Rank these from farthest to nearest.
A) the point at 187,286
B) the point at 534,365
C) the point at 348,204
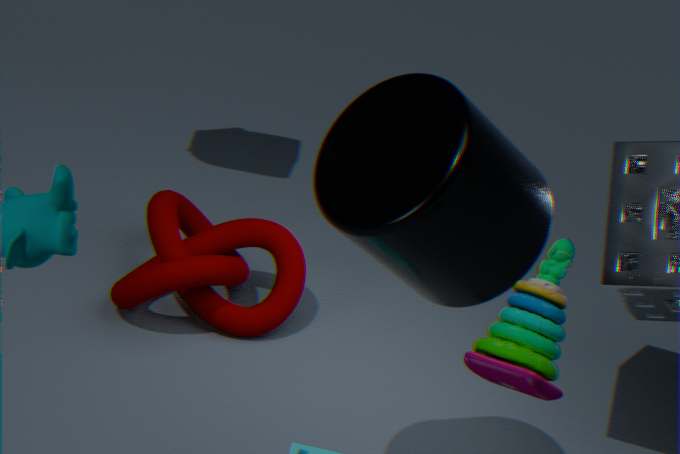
the point at 187,286 → the point at 348,204 → the point at 534,365
